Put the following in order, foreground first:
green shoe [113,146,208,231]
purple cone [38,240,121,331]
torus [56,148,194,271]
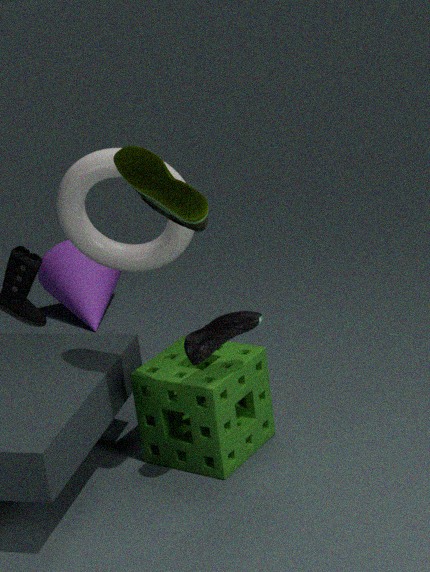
green shoe [113,146,208,231]
torus [56,148,194,271]
purple cone [38,240,121,331]
